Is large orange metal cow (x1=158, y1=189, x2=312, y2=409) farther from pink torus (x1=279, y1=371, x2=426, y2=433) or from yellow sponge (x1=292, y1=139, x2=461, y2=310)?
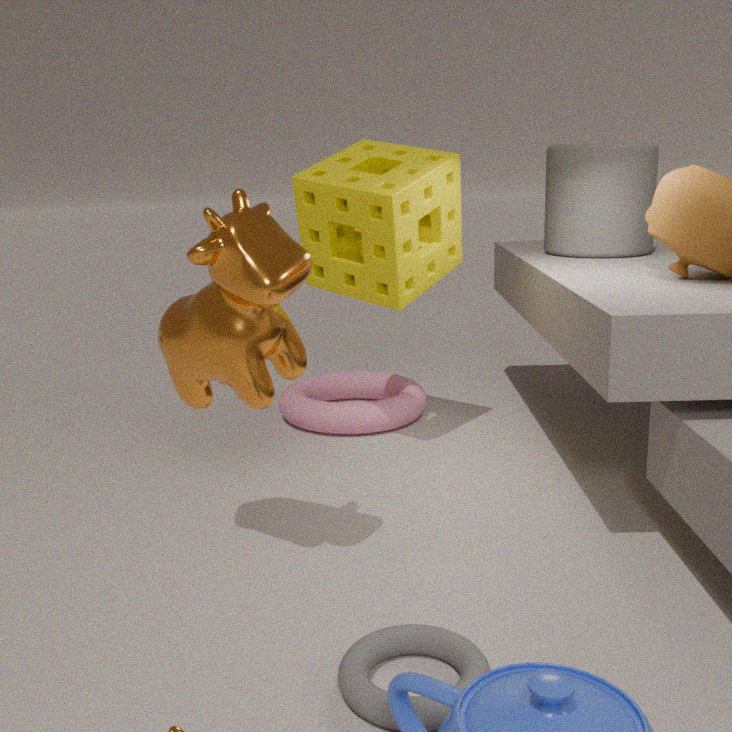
pink torus (x1=279, y1=371, x2=426, y2=433)
